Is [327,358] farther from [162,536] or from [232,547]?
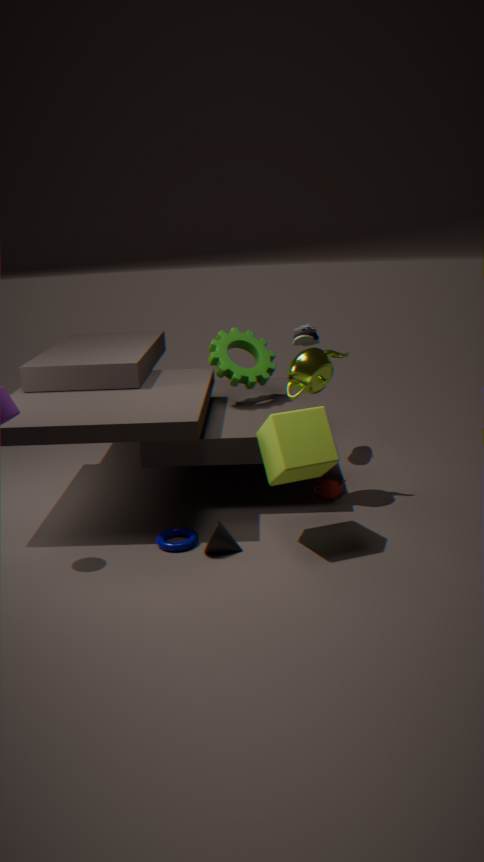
[162,536]
